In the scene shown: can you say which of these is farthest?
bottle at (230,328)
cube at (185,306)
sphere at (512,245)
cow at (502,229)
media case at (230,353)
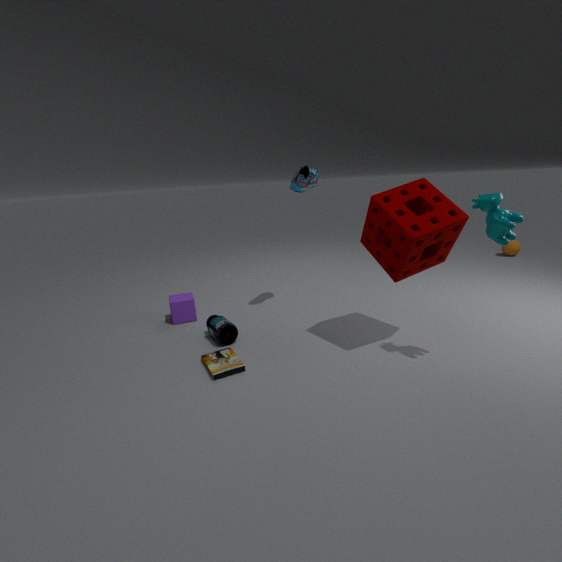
sphere at (512,245)
